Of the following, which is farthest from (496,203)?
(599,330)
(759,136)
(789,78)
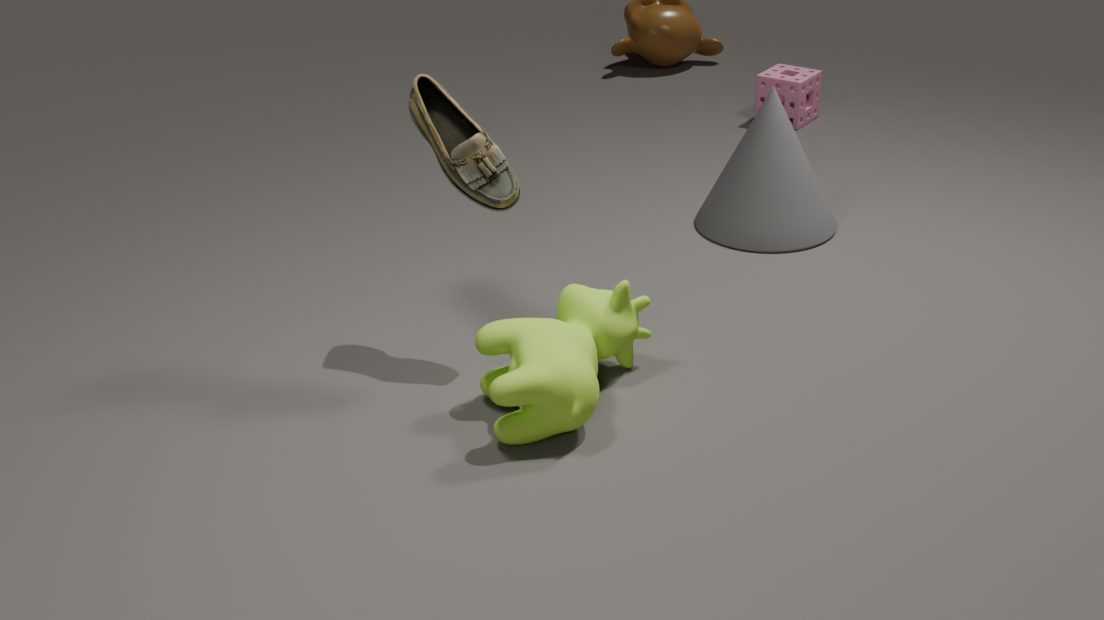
(789,78)
